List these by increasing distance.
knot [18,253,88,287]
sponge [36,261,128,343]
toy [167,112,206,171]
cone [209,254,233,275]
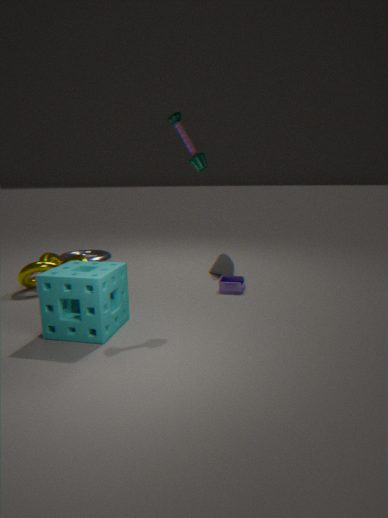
sponge [36,261,128,343] < toy [167,112,206,171] < knot [18,253,88,287] < cone [209,254,233,275]
